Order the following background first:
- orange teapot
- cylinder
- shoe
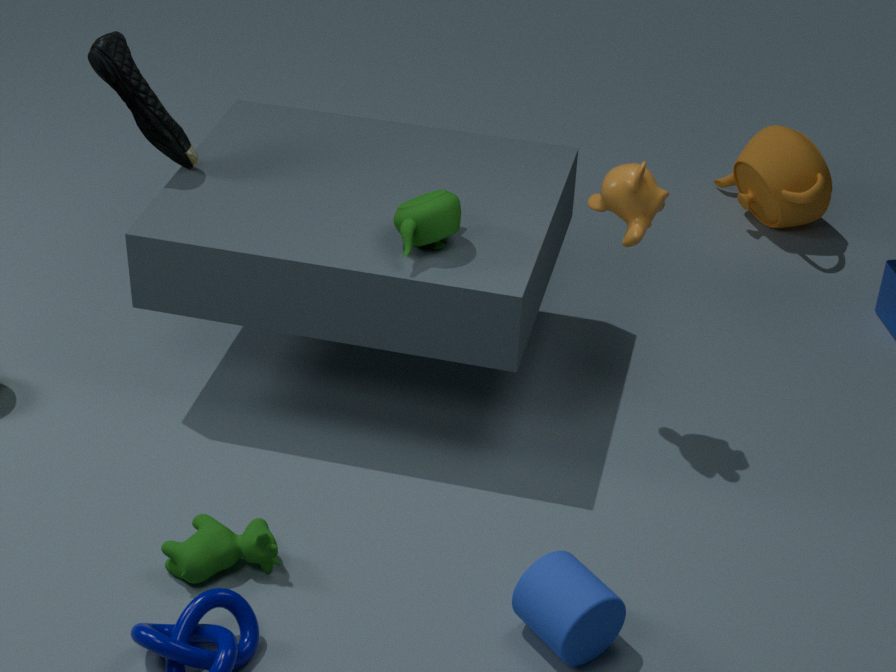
orange teapot < shoe < cylinder
